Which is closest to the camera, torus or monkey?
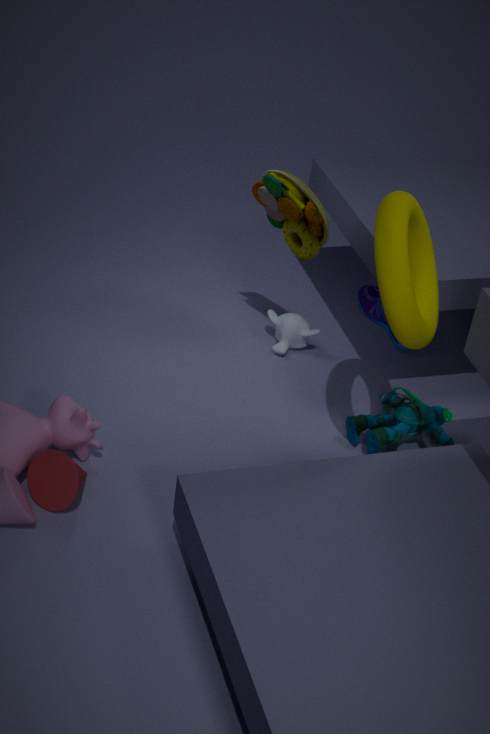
torus
